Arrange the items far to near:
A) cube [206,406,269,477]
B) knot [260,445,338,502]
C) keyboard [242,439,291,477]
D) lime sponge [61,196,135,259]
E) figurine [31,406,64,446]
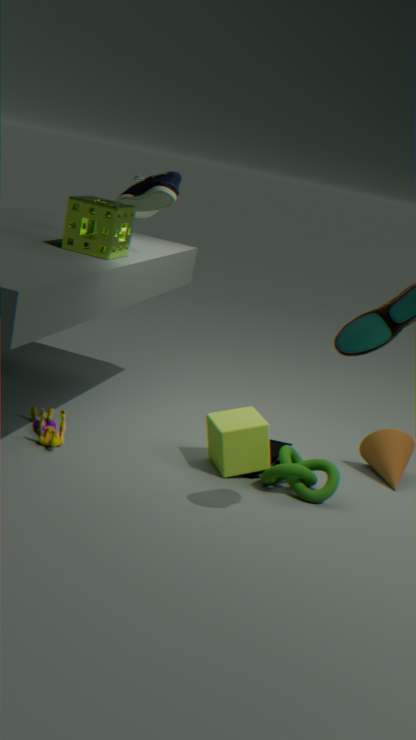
keyboard [242,439,291,477] < cube [206,406,269,477] < figurine [31,406,64,446] < knot [260,445,338,502] < lime sponge [61,196,135,259]
